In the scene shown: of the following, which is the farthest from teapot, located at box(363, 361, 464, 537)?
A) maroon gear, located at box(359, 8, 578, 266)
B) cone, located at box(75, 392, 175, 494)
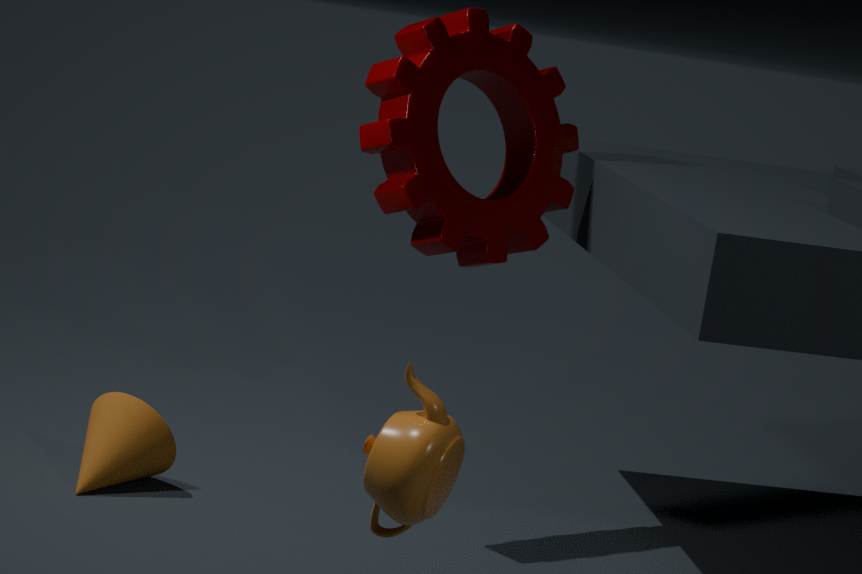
cone, located at box(75, 392, 175, 494)
